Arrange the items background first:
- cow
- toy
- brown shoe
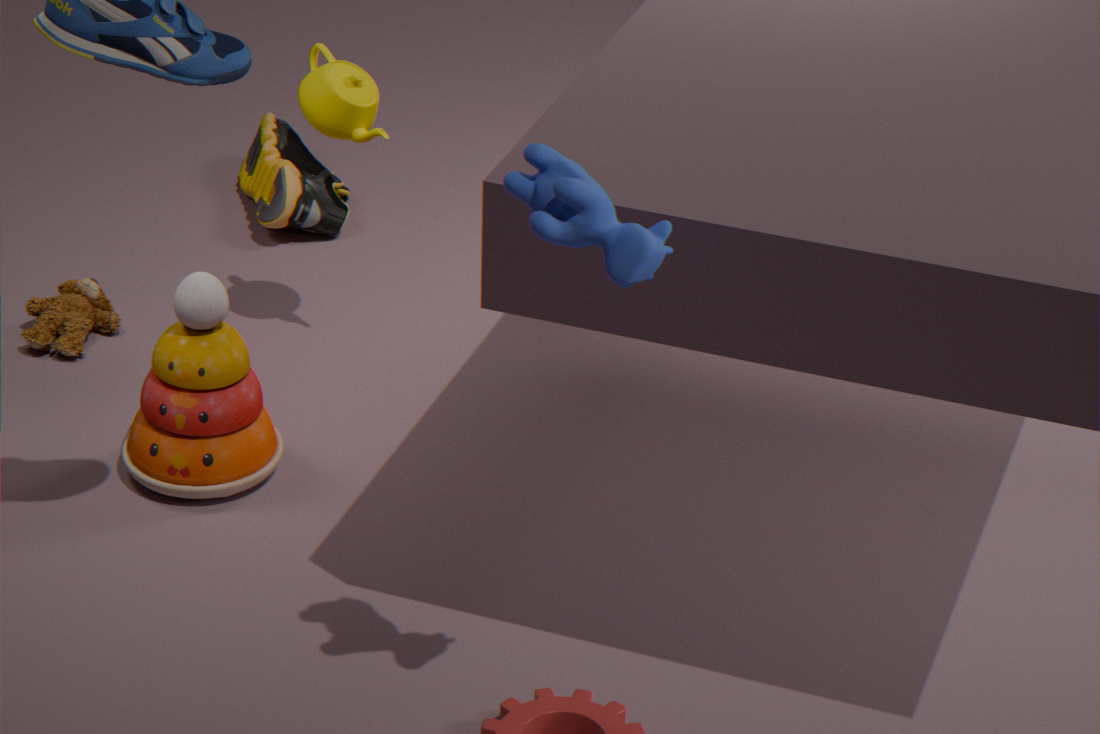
brown shoe → toy → cow
